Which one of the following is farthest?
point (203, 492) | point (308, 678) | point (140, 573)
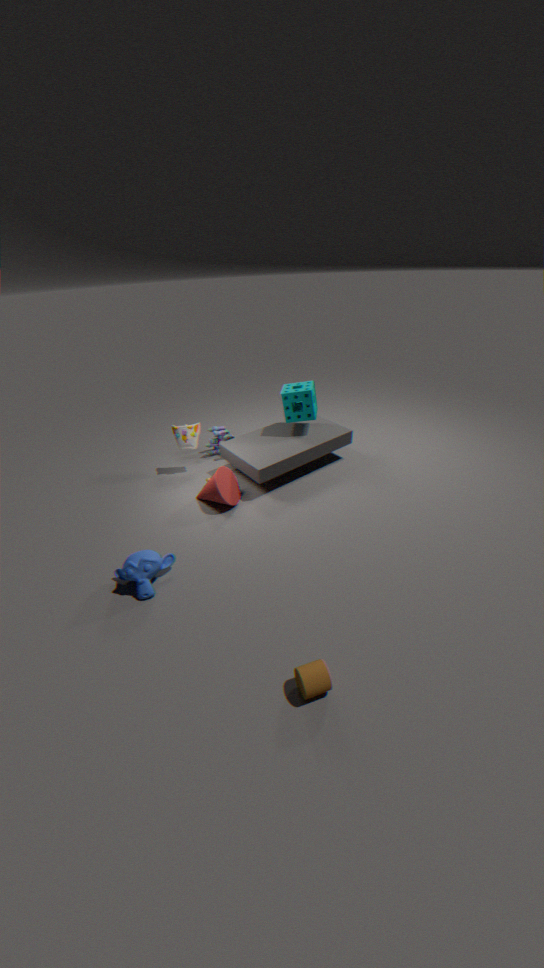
point (203, 492)
